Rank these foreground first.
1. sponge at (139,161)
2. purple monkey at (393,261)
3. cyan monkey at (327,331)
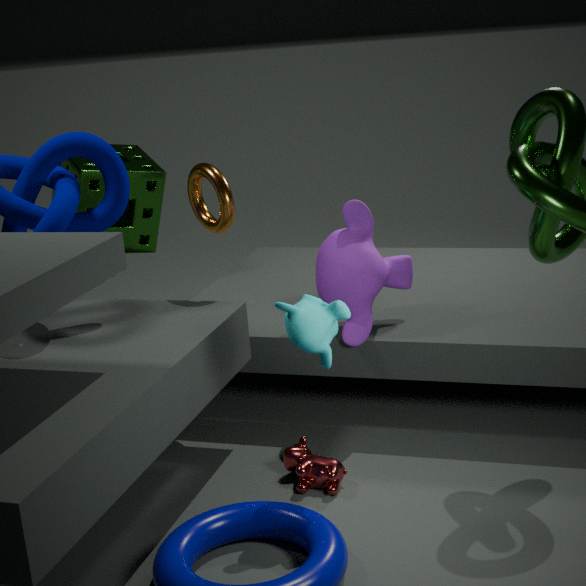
cyan monkey at (327,331), purple monkey at (393,261), sponge at (139,161)
